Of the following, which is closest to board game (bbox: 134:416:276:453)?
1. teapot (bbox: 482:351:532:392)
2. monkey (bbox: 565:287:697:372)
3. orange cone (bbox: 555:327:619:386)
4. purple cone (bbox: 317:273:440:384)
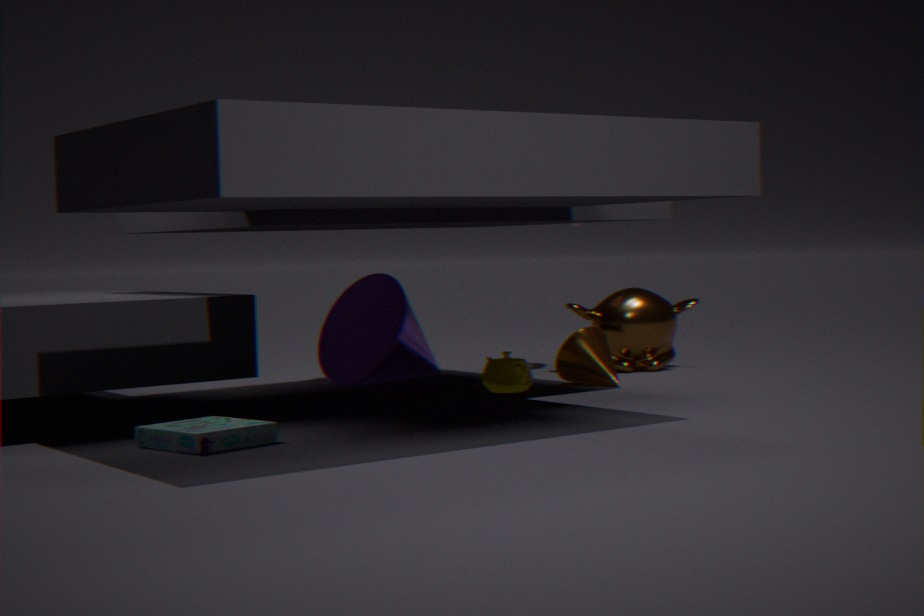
teapot (bbox: 482:351:532:392)
